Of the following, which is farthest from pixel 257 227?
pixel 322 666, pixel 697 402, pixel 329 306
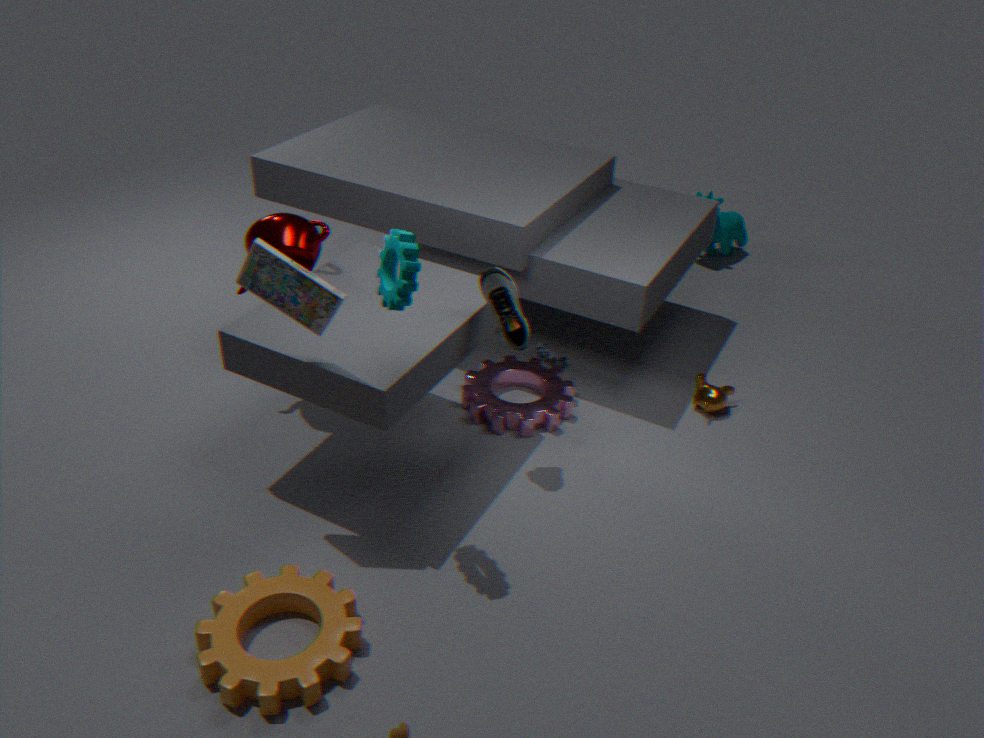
pixel 697 402
